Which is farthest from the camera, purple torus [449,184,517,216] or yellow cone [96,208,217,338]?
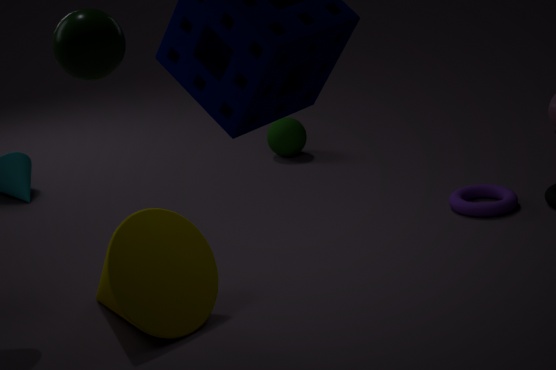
purple torus [449,184,517,216]
